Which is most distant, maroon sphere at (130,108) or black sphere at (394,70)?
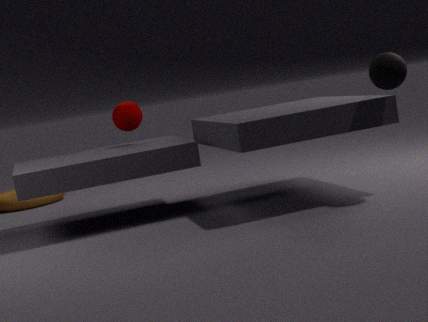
maroon sphere at (130,108)
